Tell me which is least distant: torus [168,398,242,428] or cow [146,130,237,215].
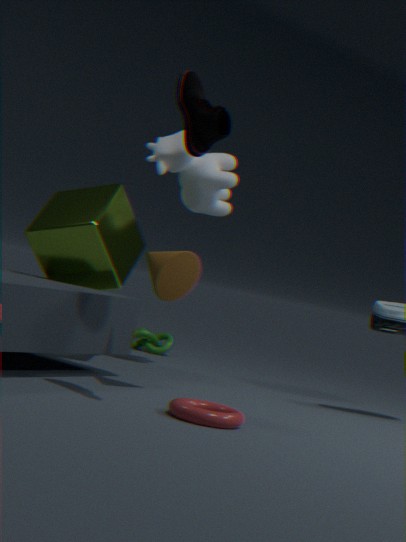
torus [168,398,242,428]
